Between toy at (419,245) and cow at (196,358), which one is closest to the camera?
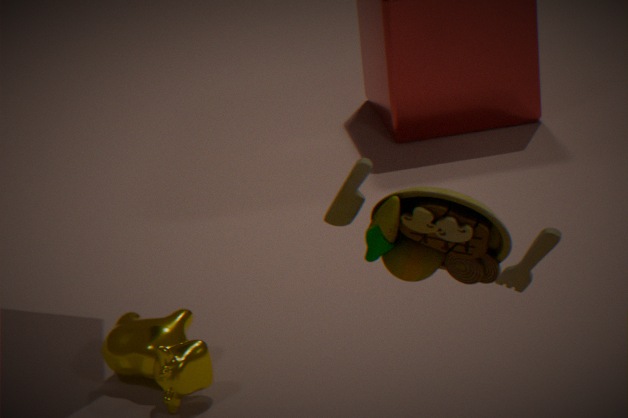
toy at (419,245)
